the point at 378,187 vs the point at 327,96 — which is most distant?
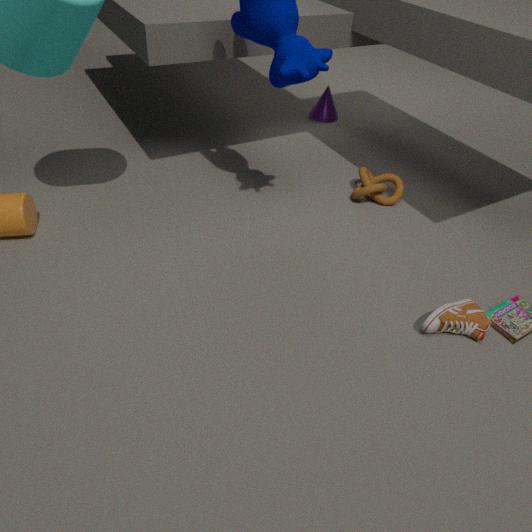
the point at 327,96
